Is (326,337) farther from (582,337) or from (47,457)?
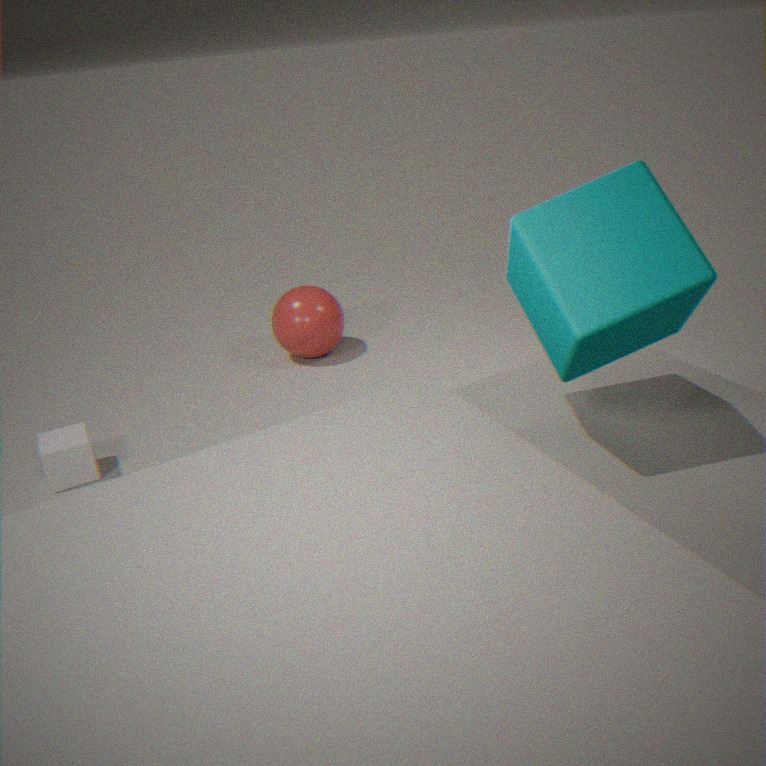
(582,337)
